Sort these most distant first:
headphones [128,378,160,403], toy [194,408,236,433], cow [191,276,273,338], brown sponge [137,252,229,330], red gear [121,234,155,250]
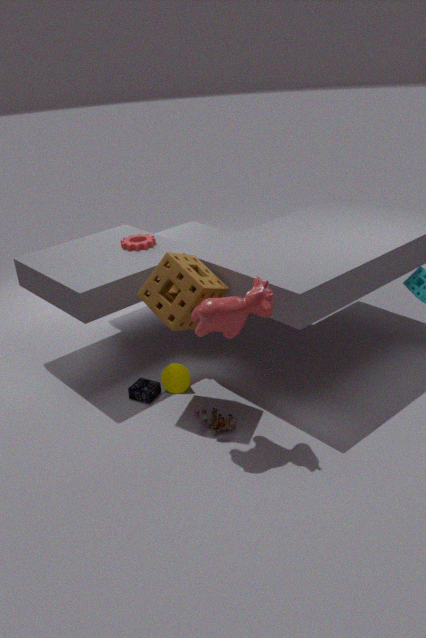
red gear [121,234,155,250] → headphones [128,378,160,403] → toy [194,408,236,433] → brown sponge [137,252,229,330] → cow [191,276,273,338]
